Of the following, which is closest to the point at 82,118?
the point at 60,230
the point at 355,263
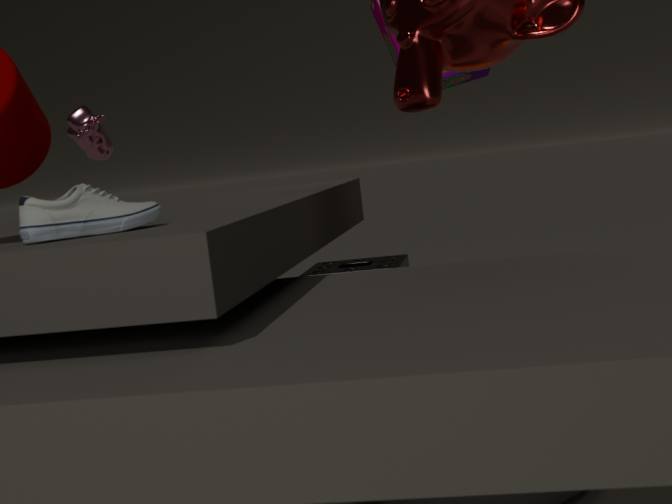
the point at 355,263
